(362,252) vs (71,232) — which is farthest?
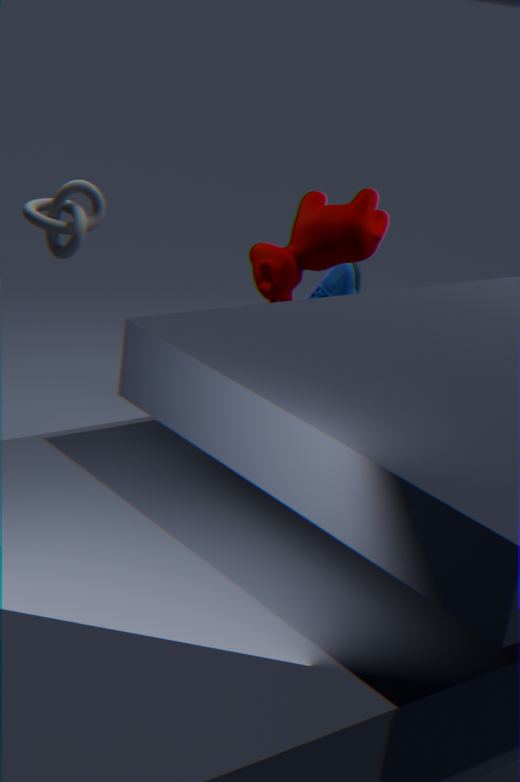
(362,252)
